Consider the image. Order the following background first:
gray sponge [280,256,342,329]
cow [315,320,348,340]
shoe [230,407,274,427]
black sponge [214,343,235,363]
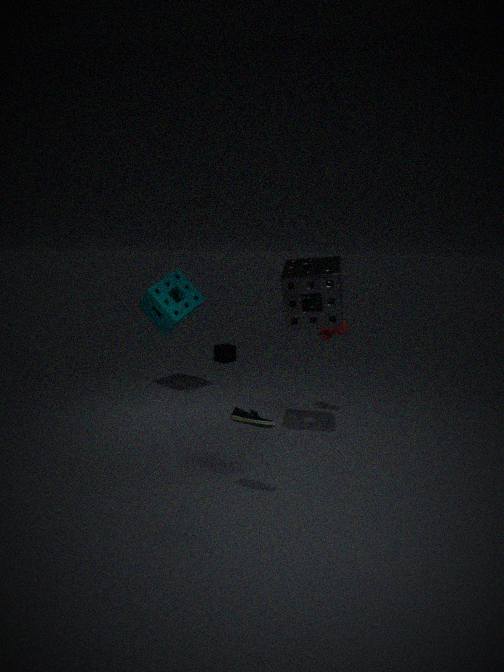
1. black sponge [214,343,235,363]
2. cow [315,320,348,340]
3. gray sponge [280,256,342,329]
4. shoe [230,407,274,427]
